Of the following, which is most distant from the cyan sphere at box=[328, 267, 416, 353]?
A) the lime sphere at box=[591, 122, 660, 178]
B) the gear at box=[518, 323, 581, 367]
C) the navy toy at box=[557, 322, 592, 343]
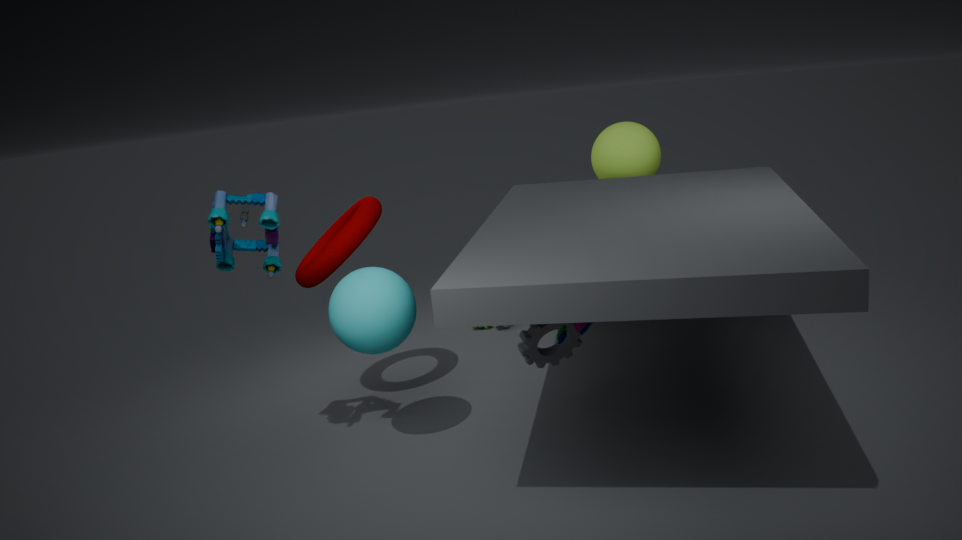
the lime sphere at box=[591, 122, 660, 178]
